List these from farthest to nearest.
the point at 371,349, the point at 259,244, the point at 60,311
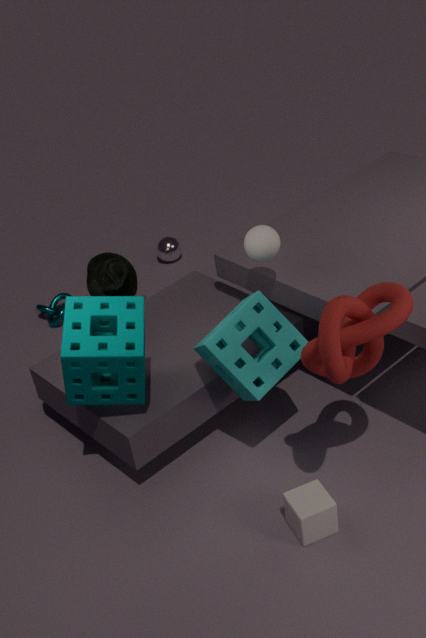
the point at 60,311 < the point at 259,244 < the point at 371,349
